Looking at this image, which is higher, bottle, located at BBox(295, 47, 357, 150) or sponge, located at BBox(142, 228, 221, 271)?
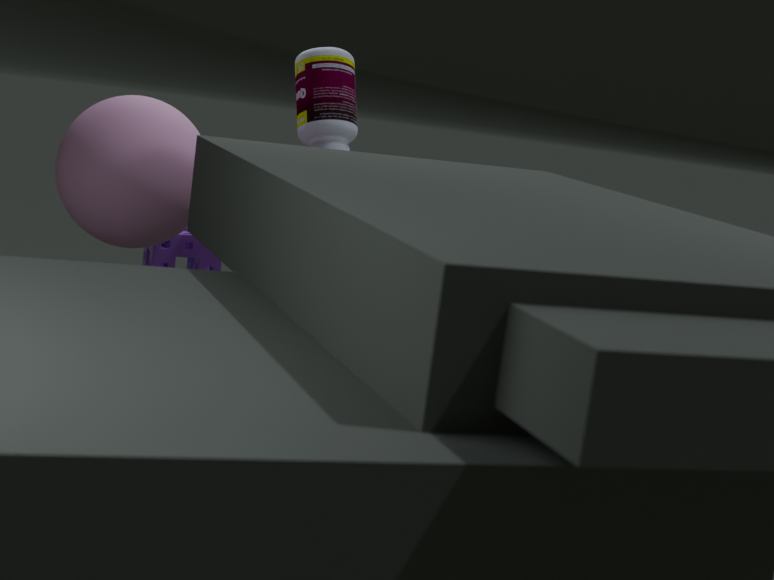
bottle, located at BBox(295, 47, 357, 150)
